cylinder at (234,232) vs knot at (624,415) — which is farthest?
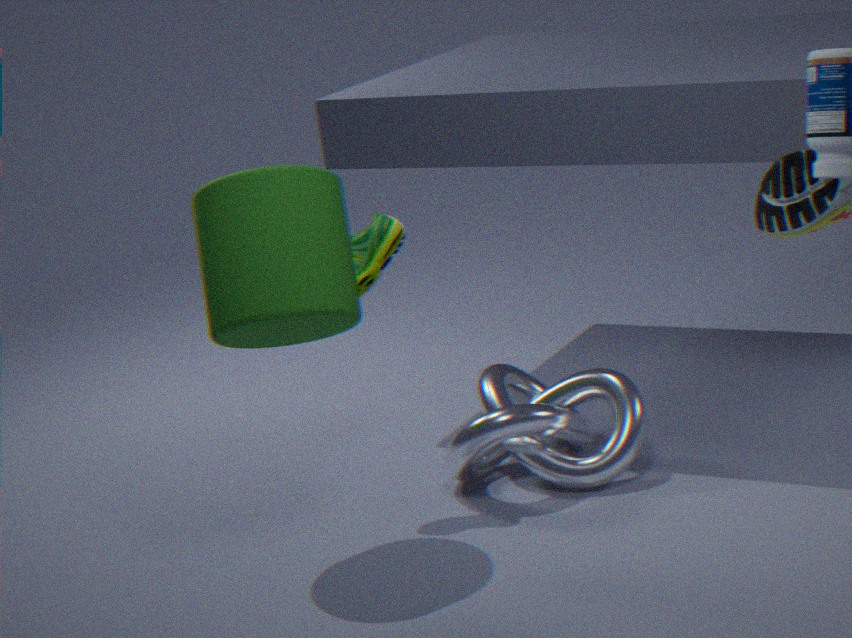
knot at (624,415)
